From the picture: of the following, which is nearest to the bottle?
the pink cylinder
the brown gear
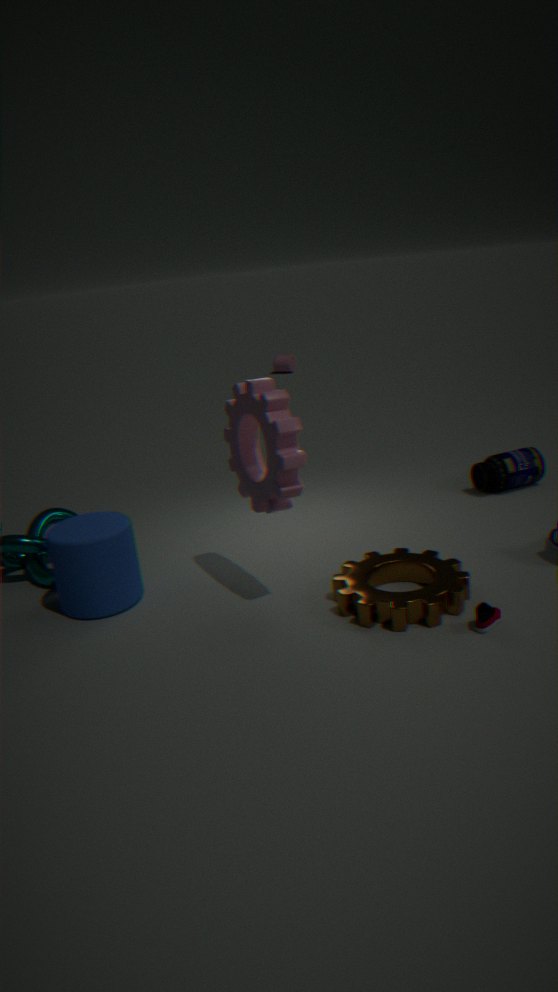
the brown gear
